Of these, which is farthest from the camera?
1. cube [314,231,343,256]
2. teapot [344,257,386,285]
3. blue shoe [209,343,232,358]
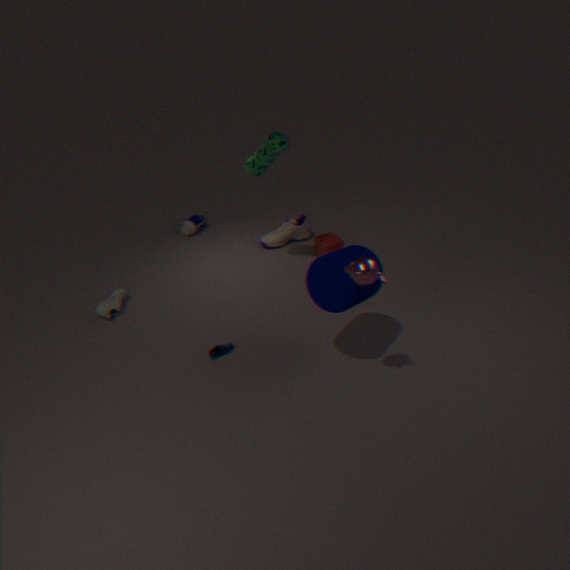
cube [314,231,343,256]
